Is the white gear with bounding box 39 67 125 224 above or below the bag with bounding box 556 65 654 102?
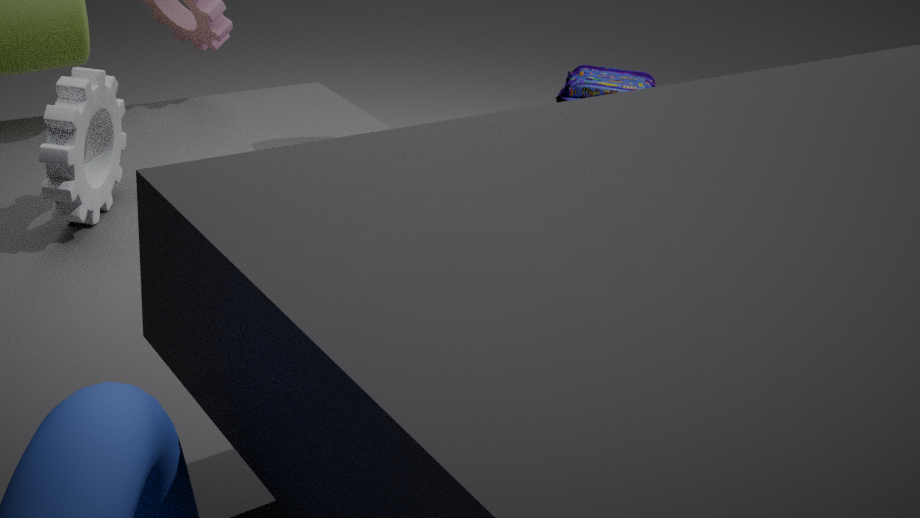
above
